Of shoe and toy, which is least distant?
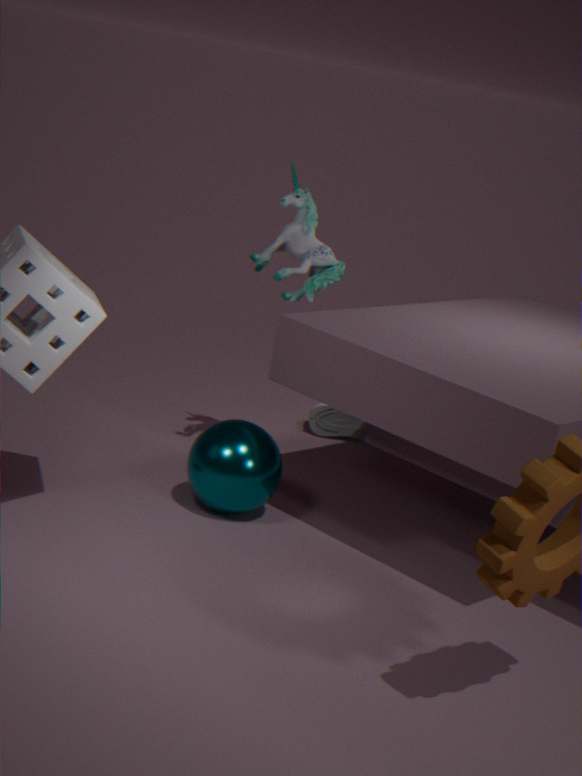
toy
